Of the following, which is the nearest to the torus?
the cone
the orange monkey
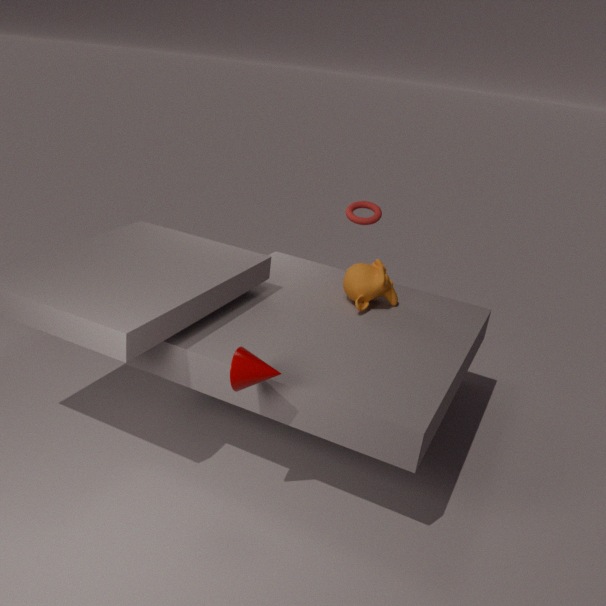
the orange monkey
